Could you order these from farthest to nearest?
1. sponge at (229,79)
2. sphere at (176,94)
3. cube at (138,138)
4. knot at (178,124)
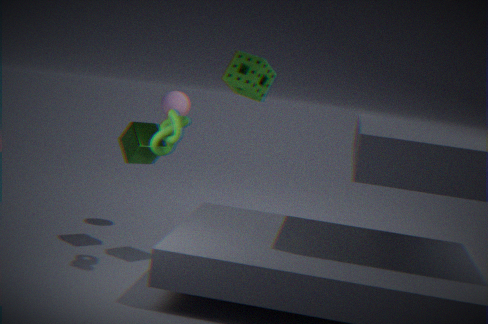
sphere at (176,94), cube at (138,138), sponge at (229,79), knot at (178,124)
